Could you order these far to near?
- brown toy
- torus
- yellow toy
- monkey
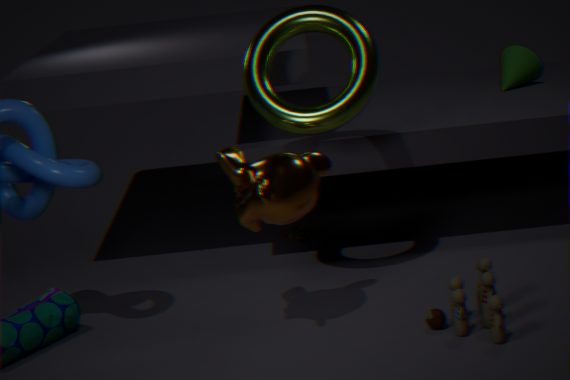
yellow toy
torus
monkey
brown toy
